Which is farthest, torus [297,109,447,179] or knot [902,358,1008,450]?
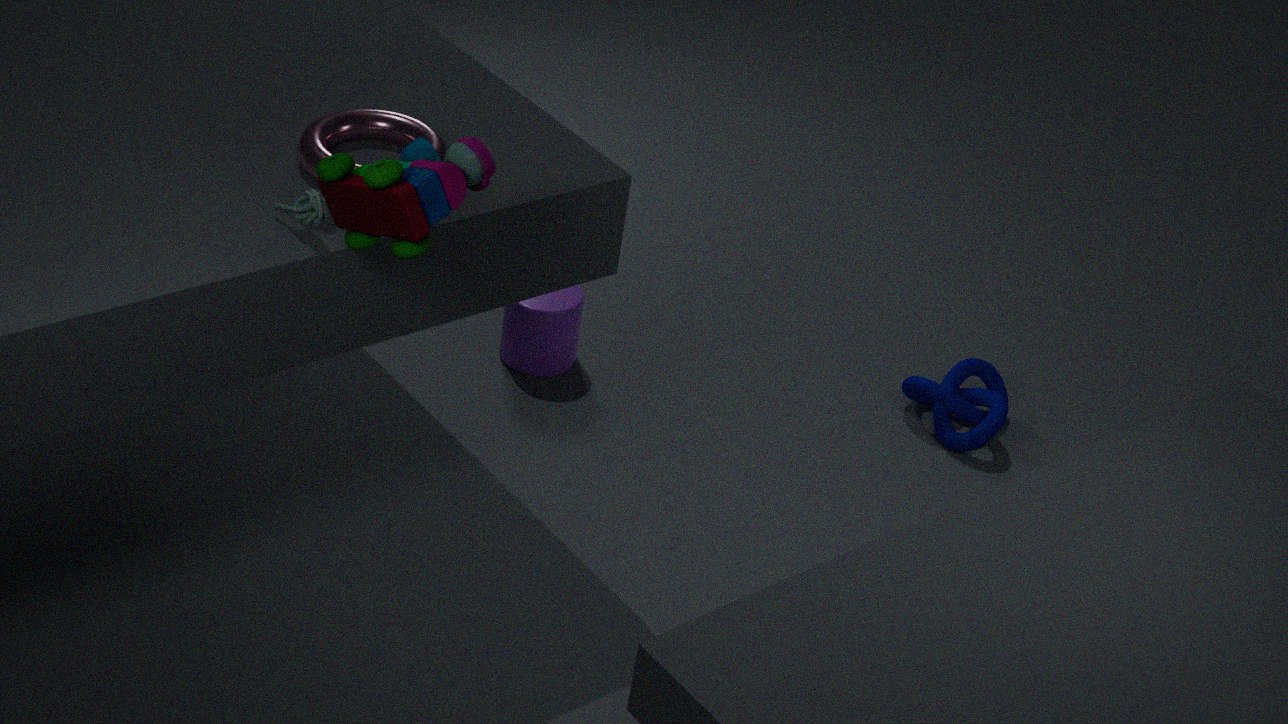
knot [902,358,1008,450]
